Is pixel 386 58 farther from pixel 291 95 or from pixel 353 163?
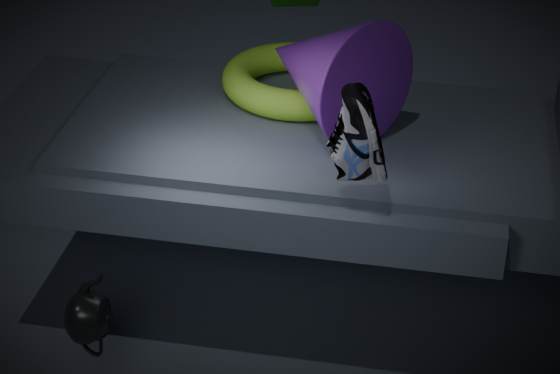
pixel 353 163
